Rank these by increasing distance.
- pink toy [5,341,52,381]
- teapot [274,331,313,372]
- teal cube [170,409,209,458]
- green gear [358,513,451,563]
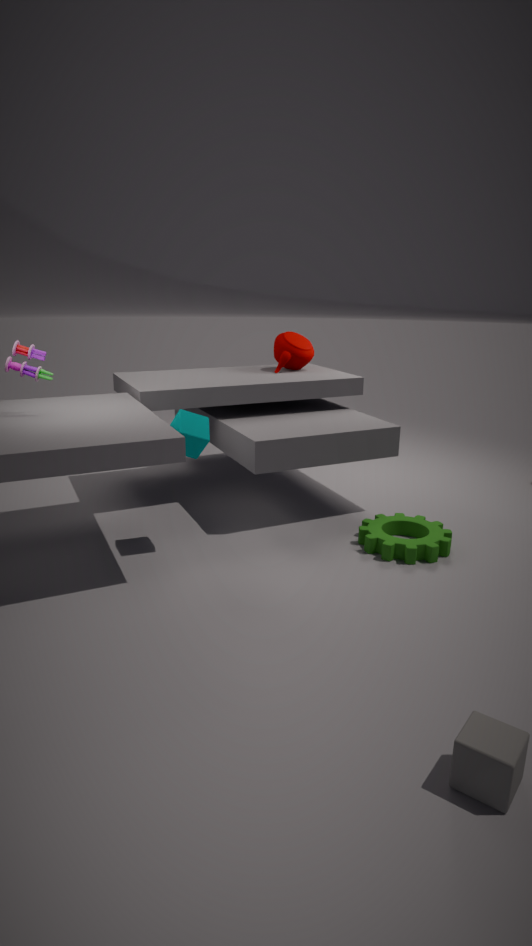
pink toy [5,341,52,381] < teal cube [170,409,209,458] < green gear [358,513,451,563] < teapot [274,331,313,372]
